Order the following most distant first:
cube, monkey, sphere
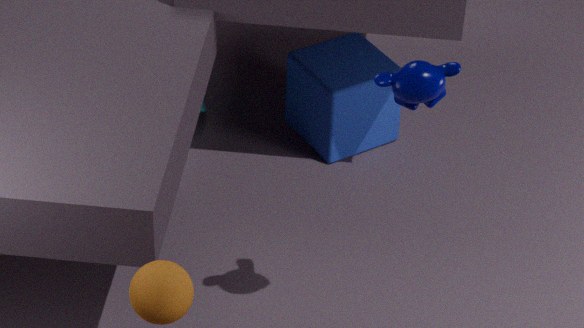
cube
monkey
sphere
